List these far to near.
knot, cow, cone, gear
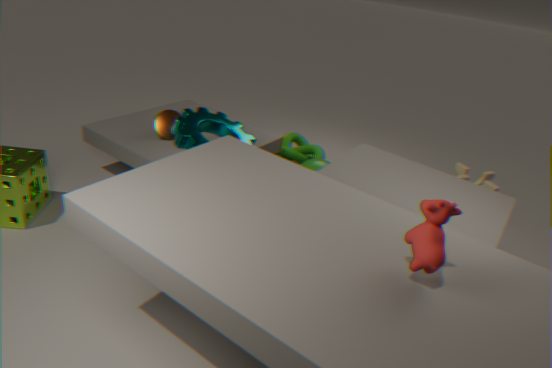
knot → cone → gear → cow
